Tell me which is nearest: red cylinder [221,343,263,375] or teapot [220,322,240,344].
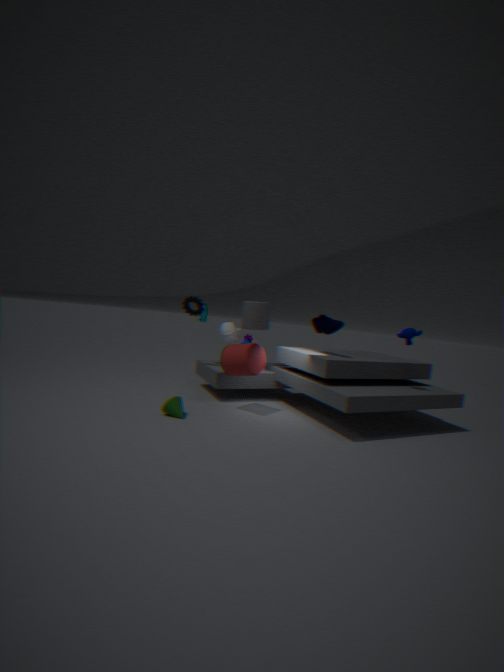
red cylinder [221,343,263,375]
